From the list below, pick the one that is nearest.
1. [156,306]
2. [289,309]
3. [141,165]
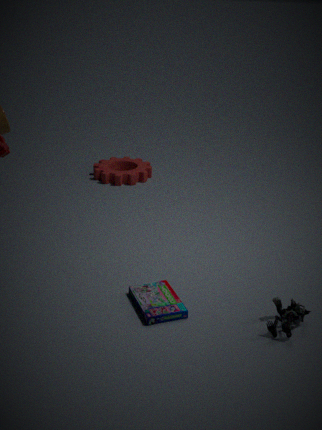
[289,309]
